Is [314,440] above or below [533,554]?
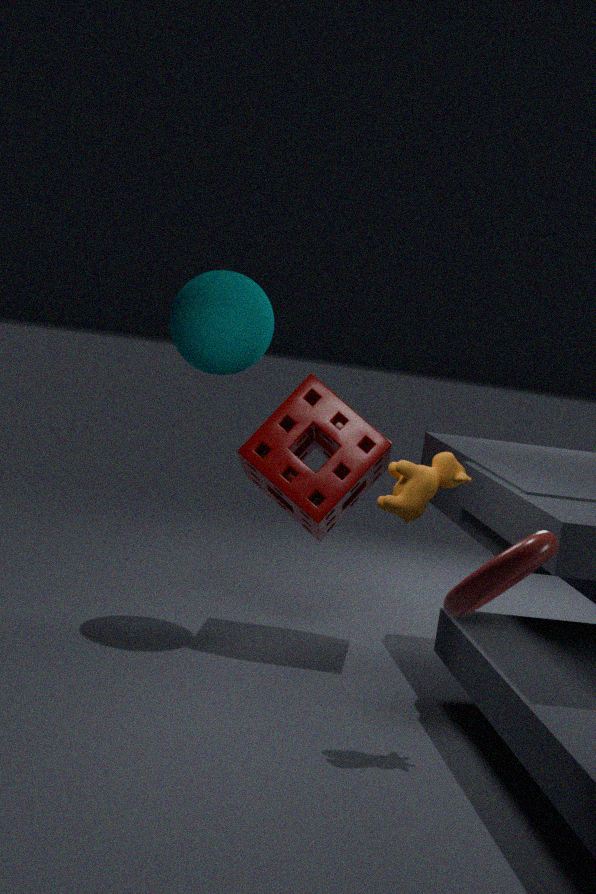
below
